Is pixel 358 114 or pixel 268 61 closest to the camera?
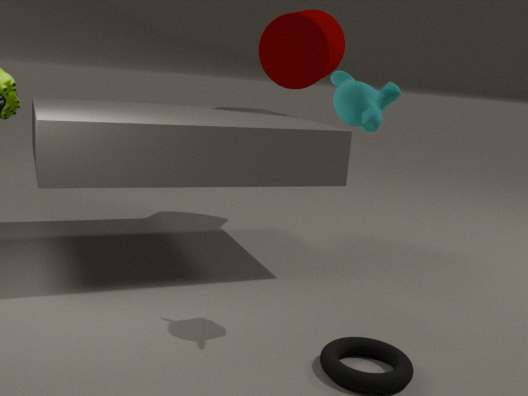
pixel 358 114
